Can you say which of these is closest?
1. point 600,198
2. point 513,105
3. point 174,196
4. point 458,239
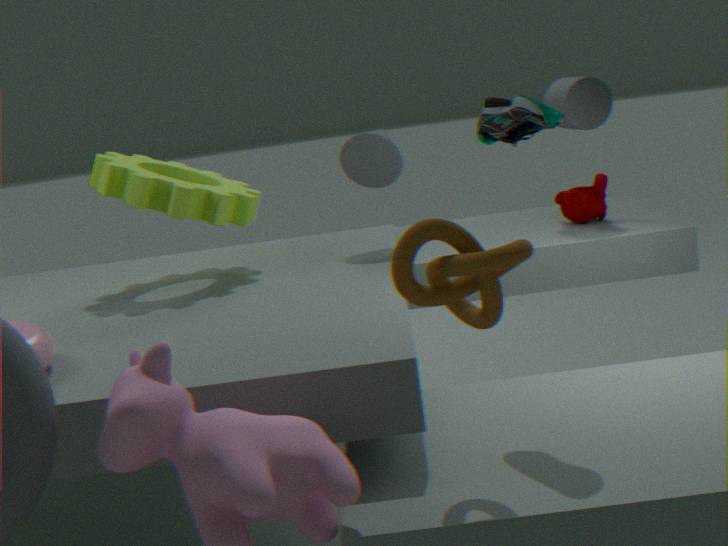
point 458,239
